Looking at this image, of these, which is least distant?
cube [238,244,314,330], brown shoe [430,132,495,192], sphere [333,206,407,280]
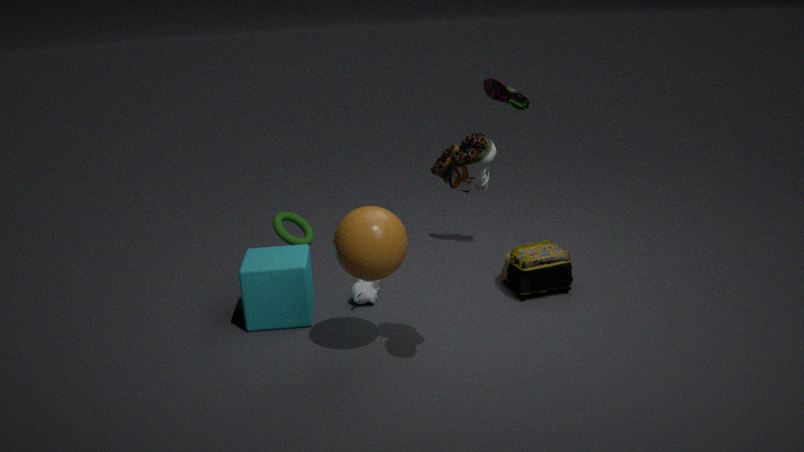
brown shoe [430,132,495,192]
